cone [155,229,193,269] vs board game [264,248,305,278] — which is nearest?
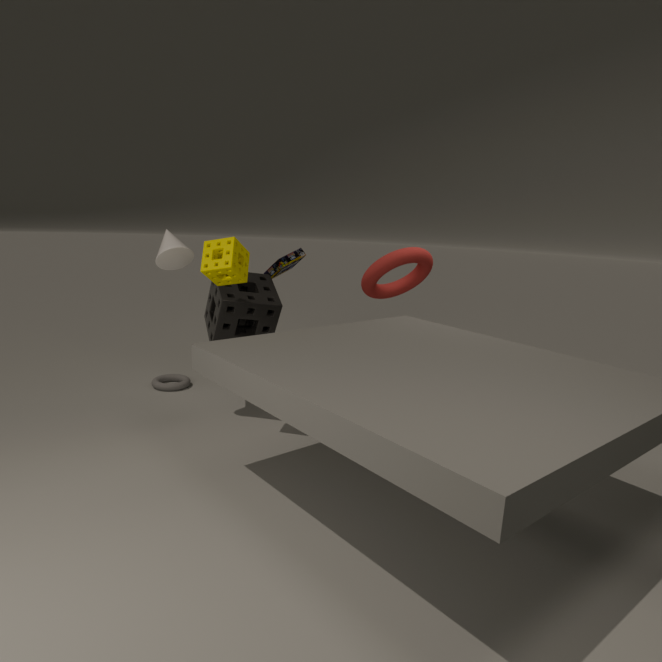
cone [155,229,193,269]
